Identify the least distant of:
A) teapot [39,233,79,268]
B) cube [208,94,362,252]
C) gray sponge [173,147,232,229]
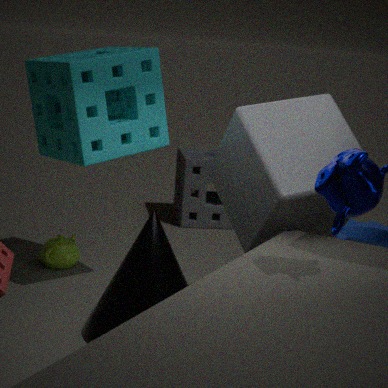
cube [208,94,362,252]
